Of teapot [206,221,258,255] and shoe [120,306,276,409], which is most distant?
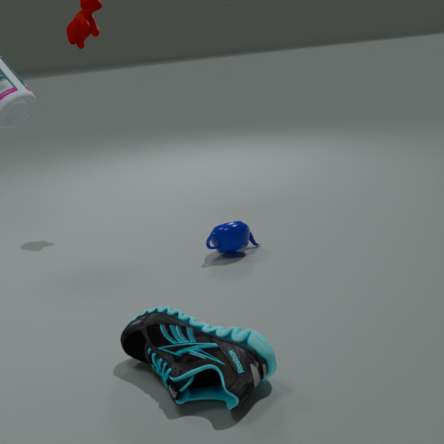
teapot [206,221,258,255]
